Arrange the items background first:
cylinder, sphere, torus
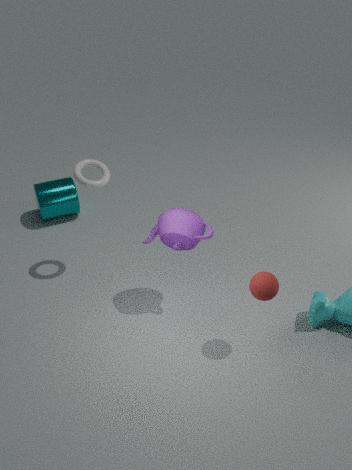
cylinder → torus → sphere
